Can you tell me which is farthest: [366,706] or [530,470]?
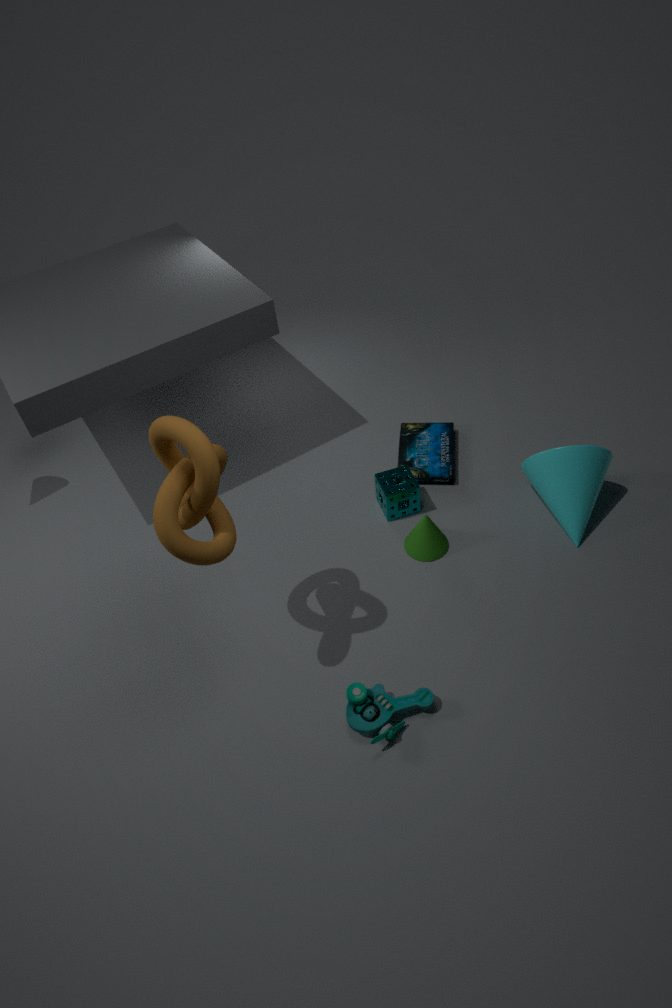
[530,470]
